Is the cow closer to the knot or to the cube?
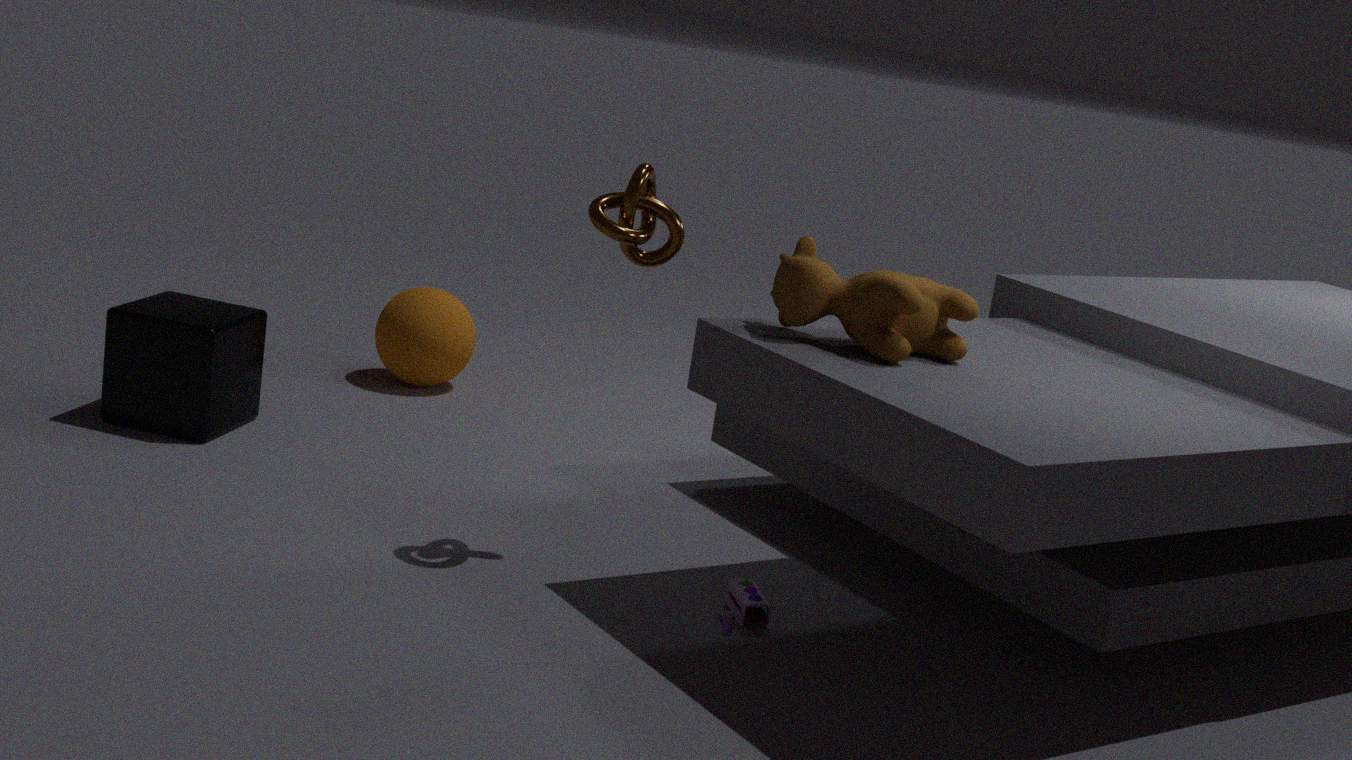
the knot
